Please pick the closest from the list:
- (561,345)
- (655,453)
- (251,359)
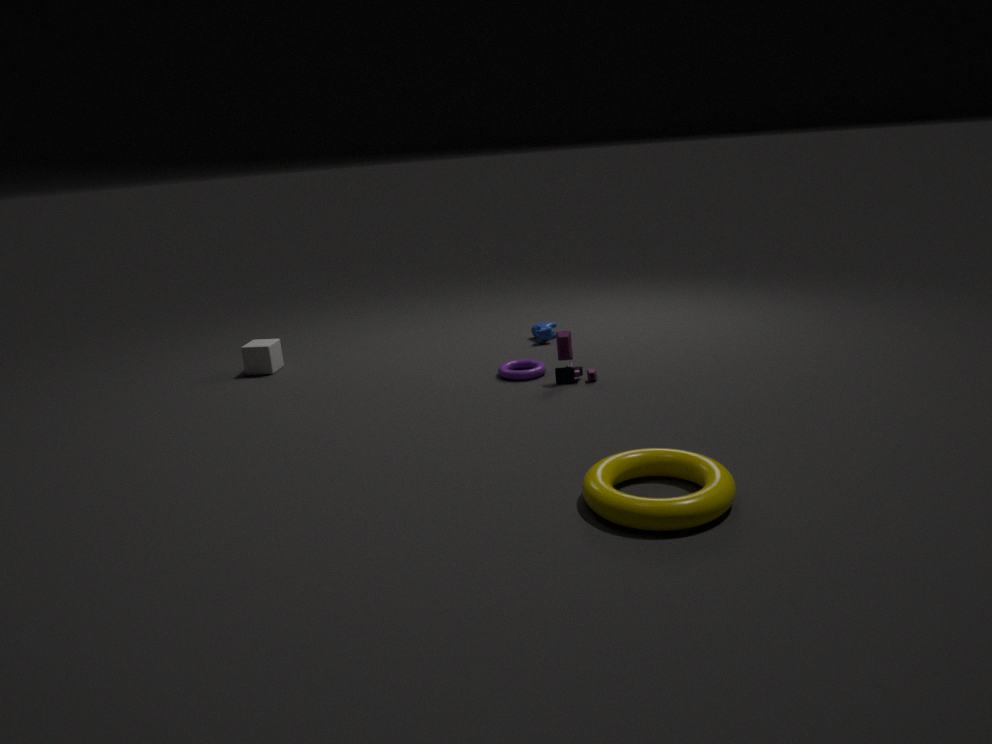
(655,453)
